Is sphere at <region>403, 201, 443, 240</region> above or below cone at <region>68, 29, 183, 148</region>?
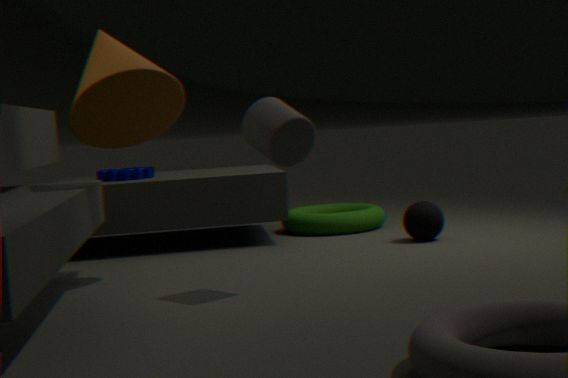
below
